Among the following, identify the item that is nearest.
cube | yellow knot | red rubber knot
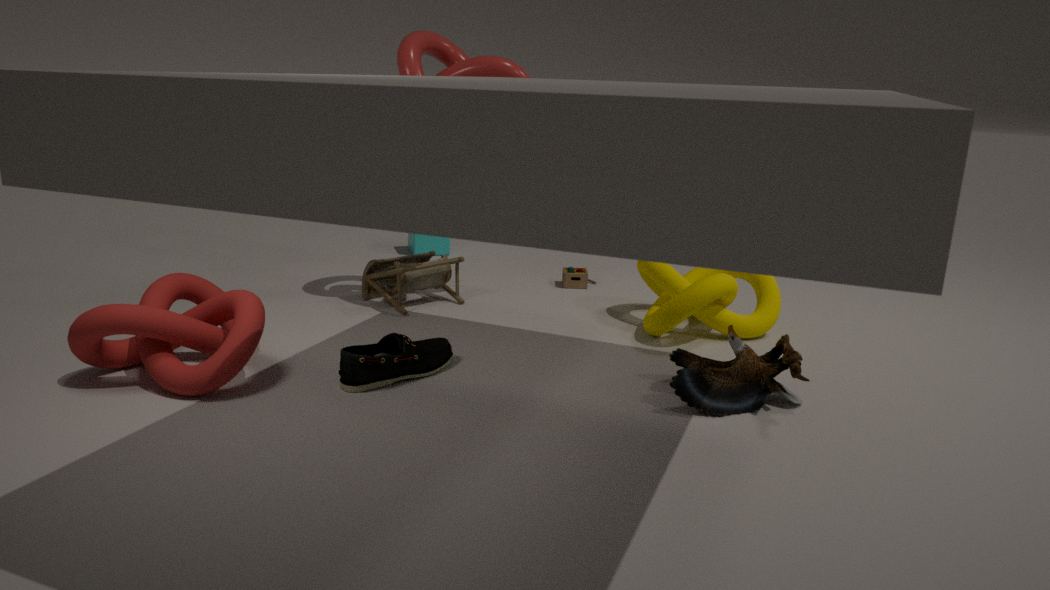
red rubber knot
